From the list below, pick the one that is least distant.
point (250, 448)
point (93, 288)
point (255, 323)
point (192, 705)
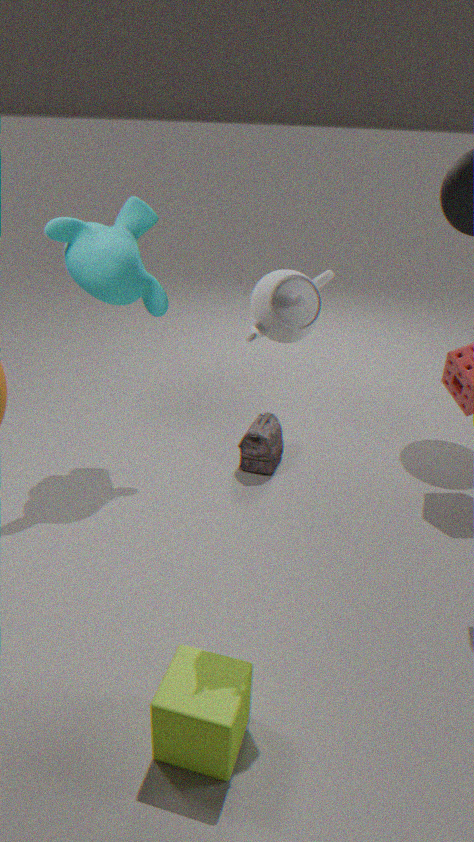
point (192, 705)
